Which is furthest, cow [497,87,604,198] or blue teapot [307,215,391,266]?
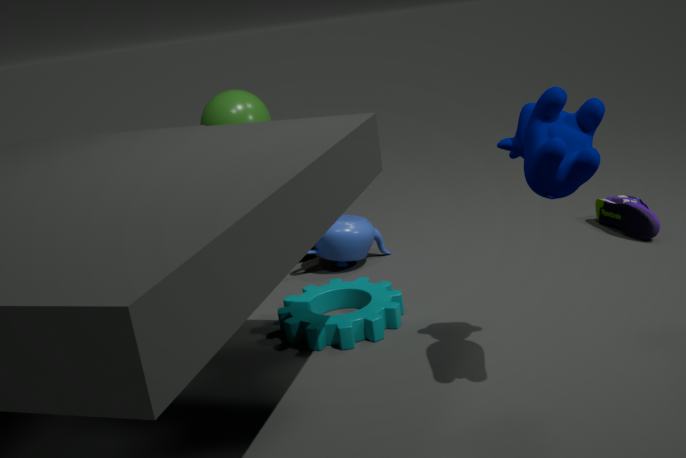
blue teapot [307,215,391,266]
